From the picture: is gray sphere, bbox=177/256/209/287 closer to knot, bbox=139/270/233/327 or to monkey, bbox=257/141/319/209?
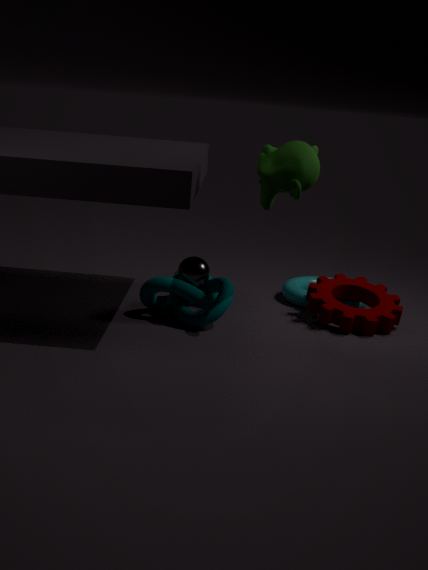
knot, bbox=139/270/233/327
